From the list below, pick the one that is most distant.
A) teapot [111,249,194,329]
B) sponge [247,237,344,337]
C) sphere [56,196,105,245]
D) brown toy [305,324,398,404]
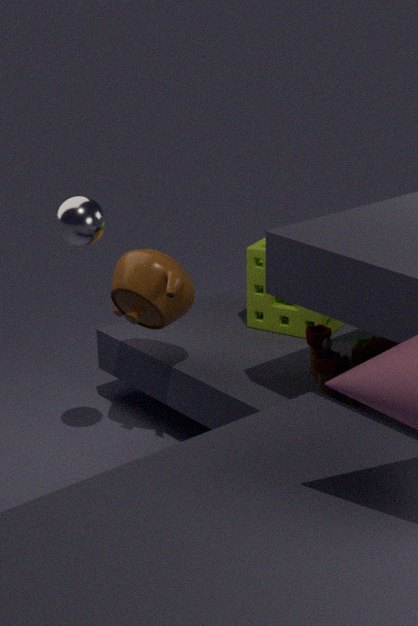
sponge [247,237,344,337]
